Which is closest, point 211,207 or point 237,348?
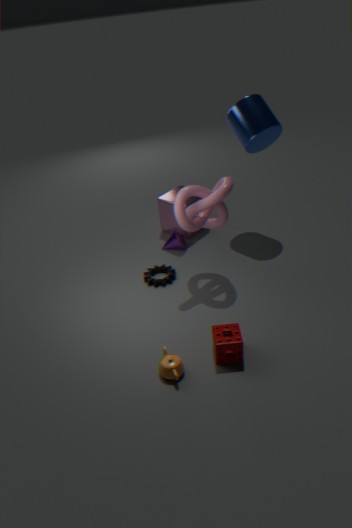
point 237,348
